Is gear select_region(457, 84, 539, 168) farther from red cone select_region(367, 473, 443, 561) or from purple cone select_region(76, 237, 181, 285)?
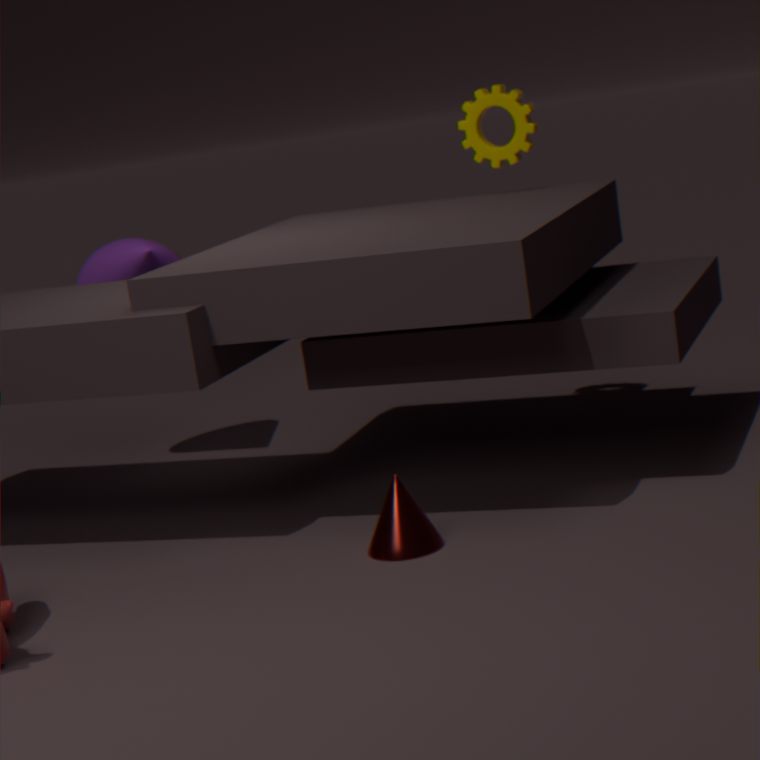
red cone select_region(367, 473, 443, 561)
